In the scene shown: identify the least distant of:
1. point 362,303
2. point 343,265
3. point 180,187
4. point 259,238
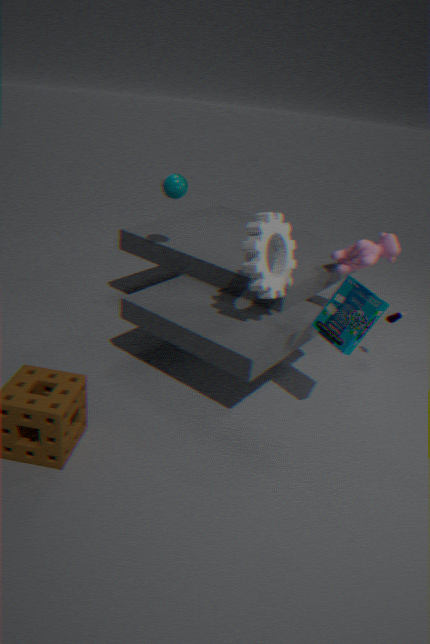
point 362,303
